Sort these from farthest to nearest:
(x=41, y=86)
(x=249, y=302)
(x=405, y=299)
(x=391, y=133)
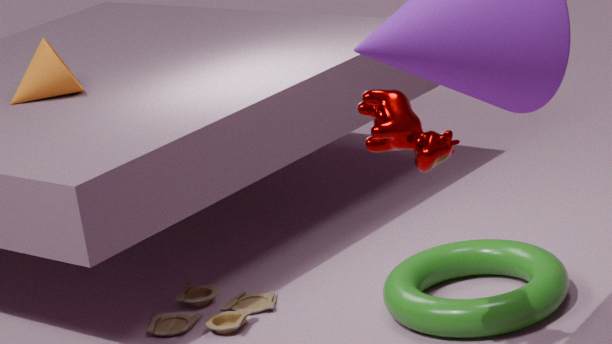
(x=41, y=86) < (x=249, y=302) < (x=405, y=299) < (x=391, y=133)
